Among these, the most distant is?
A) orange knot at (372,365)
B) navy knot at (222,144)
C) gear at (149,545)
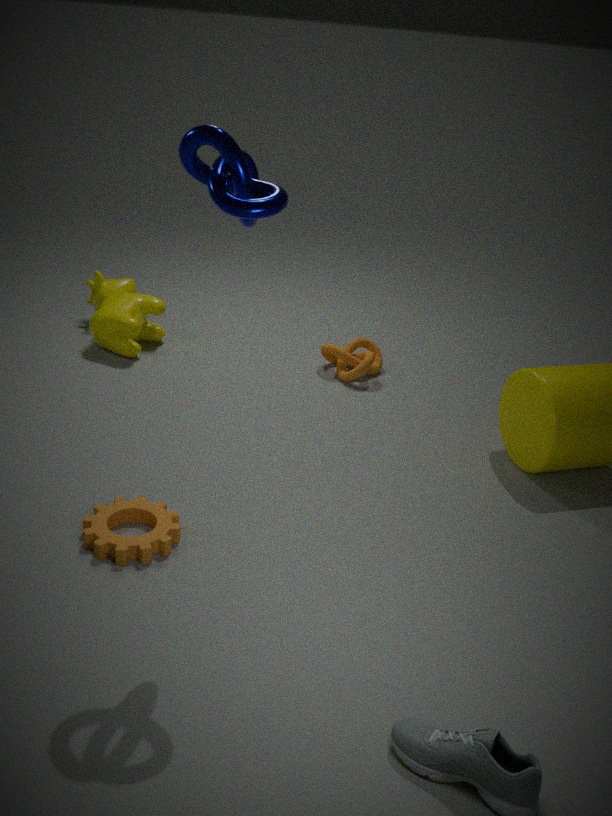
orange knot at (372,365)
